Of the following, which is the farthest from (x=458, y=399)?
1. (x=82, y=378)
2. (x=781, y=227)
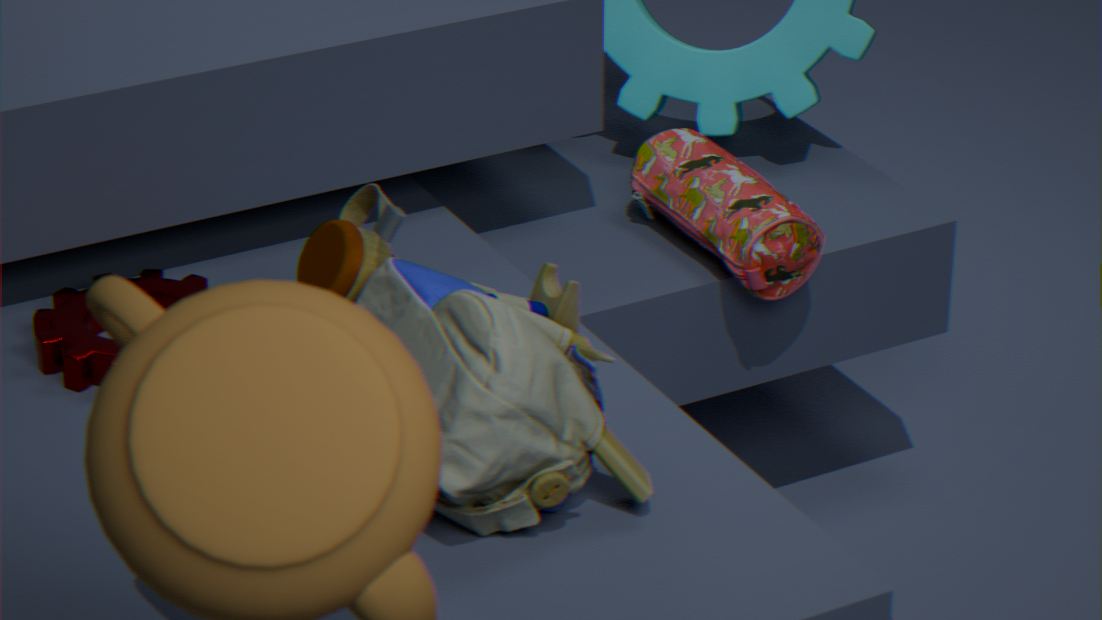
(x=781, y=227)
